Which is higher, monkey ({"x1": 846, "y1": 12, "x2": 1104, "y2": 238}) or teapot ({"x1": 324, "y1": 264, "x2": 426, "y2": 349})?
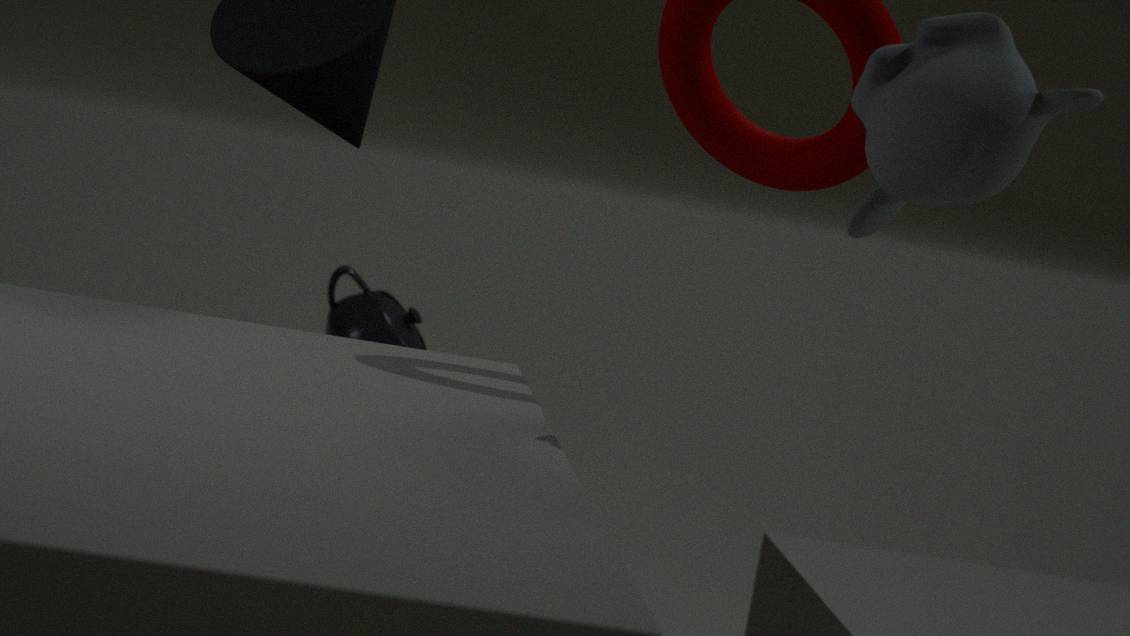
monkey ({"x1": 846, "y1": 12, "x2": 1104, "y2": 238})
